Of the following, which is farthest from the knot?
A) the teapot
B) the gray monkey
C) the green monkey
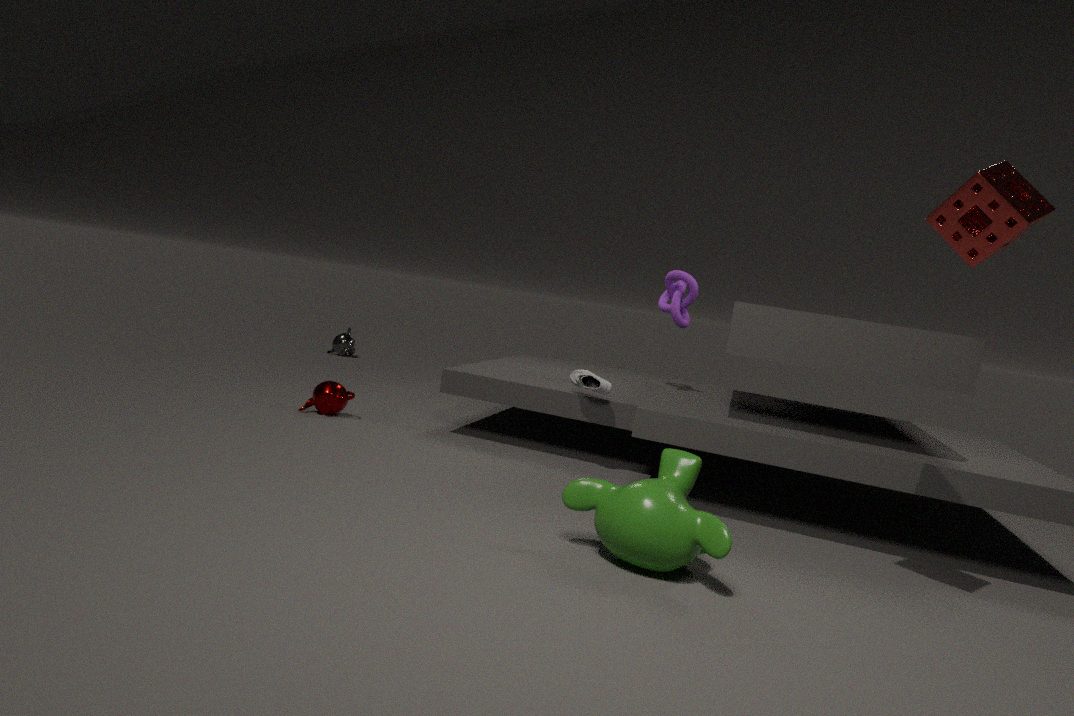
the gray monkey
